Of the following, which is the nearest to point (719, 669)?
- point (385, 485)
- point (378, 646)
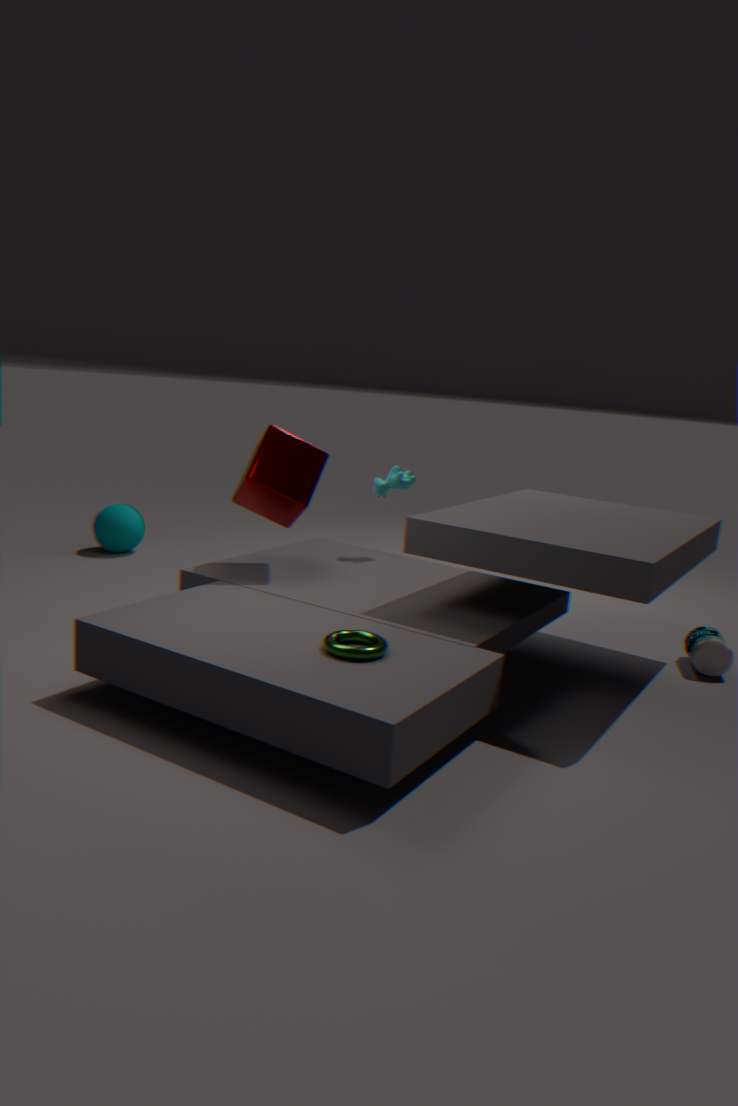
point (385, 485)
